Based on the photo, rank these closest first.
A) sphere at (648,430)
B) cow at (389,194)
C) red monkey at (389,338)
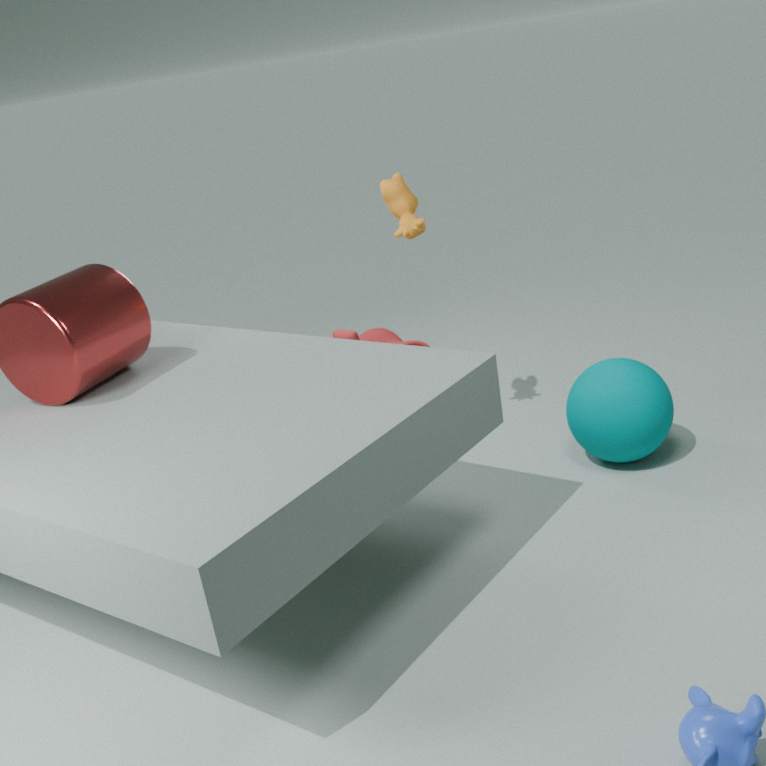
sphere at (648,430)
cow at (389,194)
red monkey at (389,338)
